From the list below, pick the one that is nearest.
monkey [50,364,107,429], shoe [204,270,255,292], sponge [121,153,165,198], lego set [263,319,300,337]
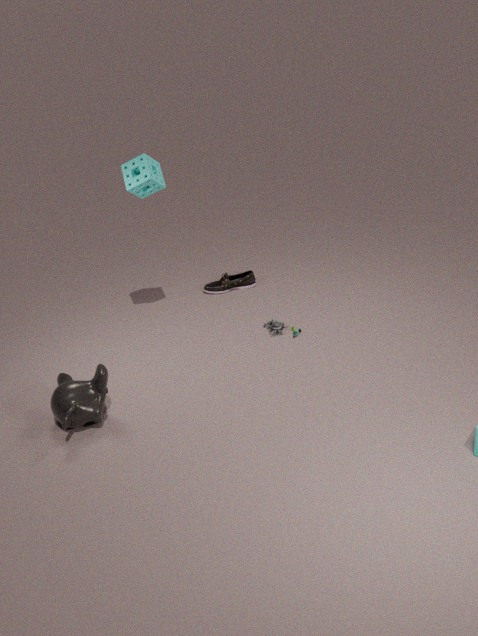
monkey [50,364,107,429]
